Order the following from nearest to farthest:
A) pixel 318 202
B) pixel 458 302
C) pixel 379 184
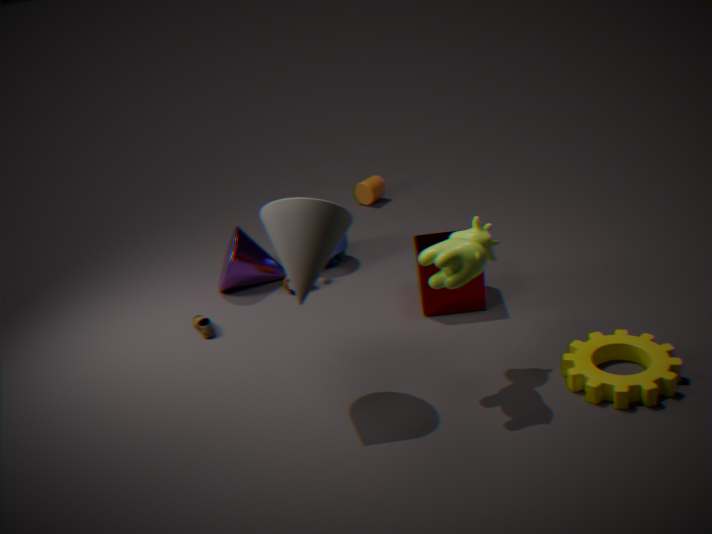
pixel 318 202 → pixel 458 302 → pixel 379 184
